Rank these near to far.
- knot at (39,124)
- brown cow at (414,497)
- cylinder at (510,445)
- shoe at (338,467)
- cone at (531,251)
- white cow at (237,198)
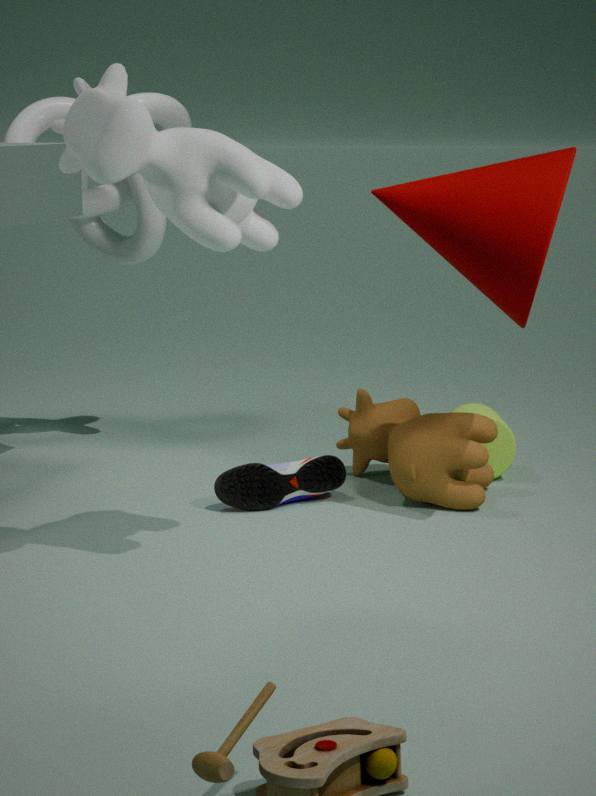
white cow at (237,198)
cone at (531,251)
brown cow at (414,497)
shoe at (338,467)
cylinder at (510,445)
knot at (39,124)
